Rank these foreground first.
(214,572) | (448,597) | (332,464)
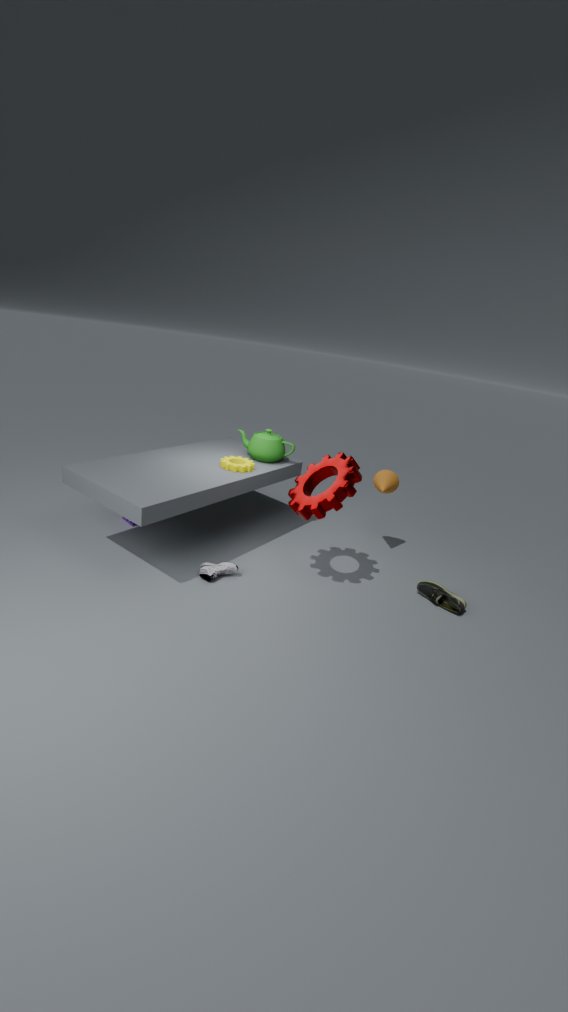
(332,464)
(214,572)
(448,597)
